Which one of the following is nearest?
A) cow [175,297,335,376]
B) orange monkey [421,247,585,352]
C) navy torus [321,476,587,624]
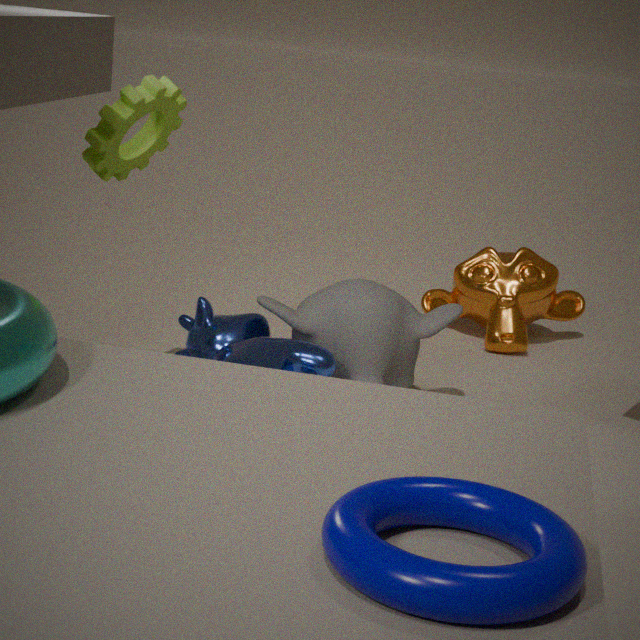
navy torus [321,476,587,624]
